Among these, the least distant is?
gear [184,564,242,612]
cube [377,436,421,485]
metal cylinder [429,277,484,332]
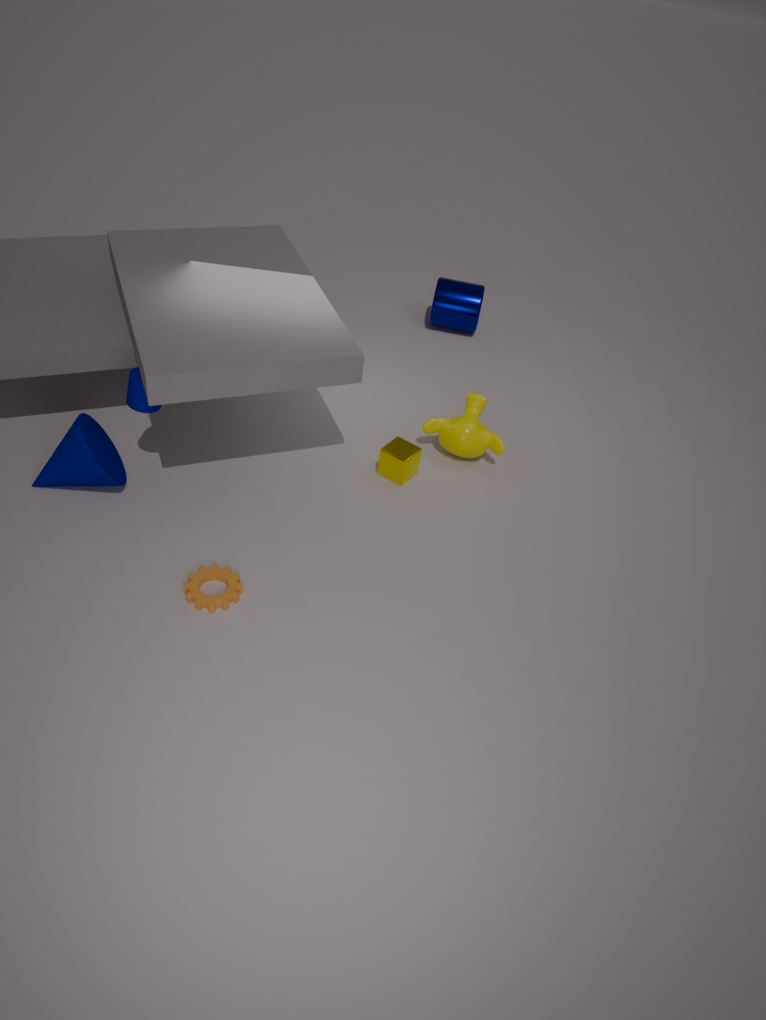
gear [184,564,242,612]
